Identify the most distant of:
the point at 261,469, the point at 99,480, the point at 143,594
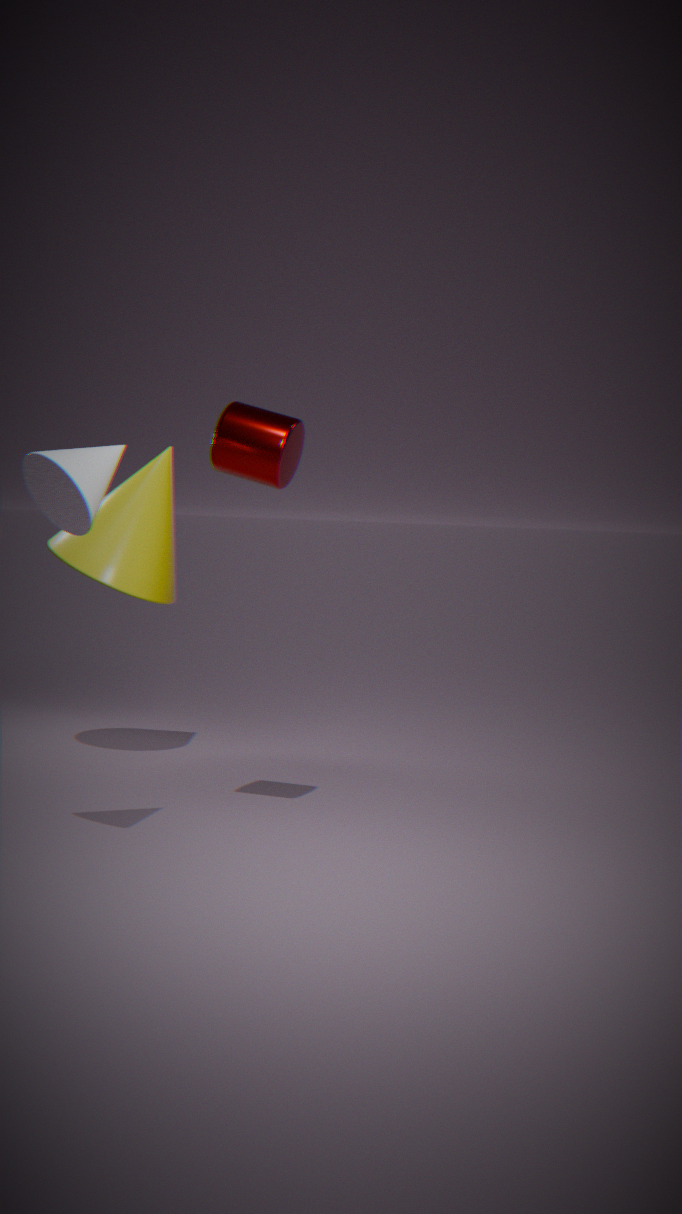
the point at 143,594
